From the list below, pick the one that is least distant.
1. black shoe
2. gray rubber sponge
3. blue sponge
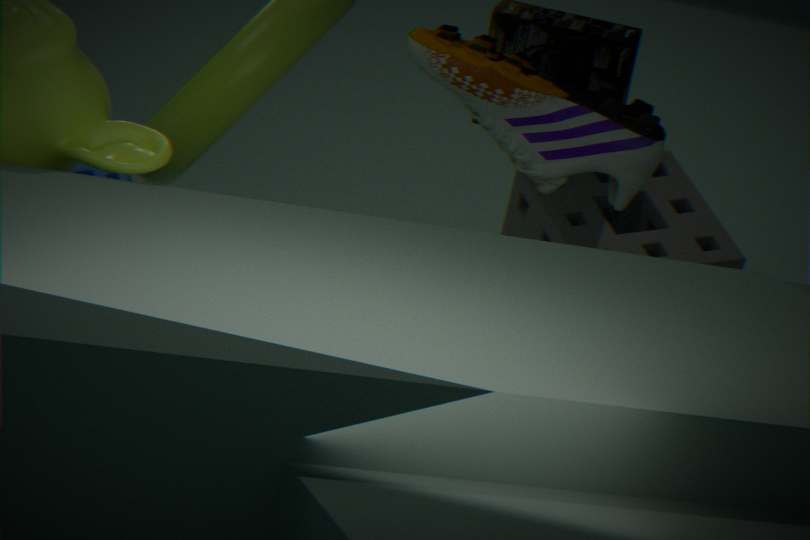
black shoe
